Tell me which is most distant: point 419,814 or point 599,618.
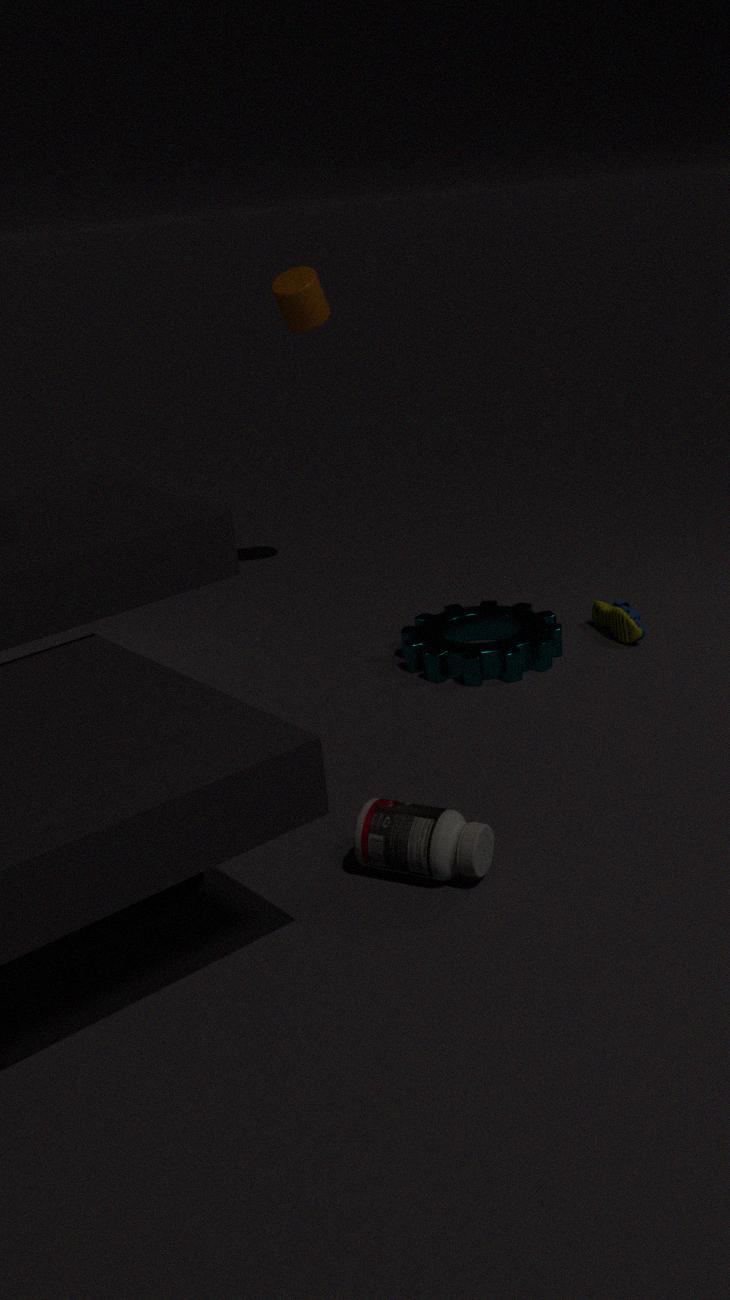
point 599,618
